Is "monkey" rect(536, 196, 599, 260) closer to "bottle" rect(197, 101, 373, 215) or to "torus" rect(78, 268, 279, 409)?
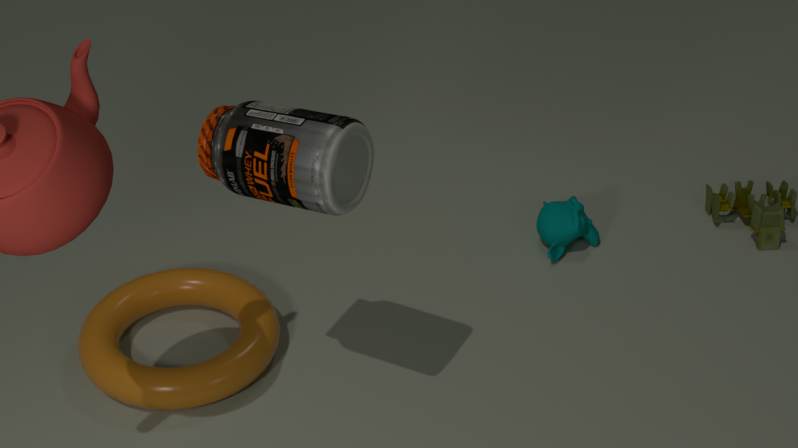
"torus" rect(78, 268, 279, 409)
